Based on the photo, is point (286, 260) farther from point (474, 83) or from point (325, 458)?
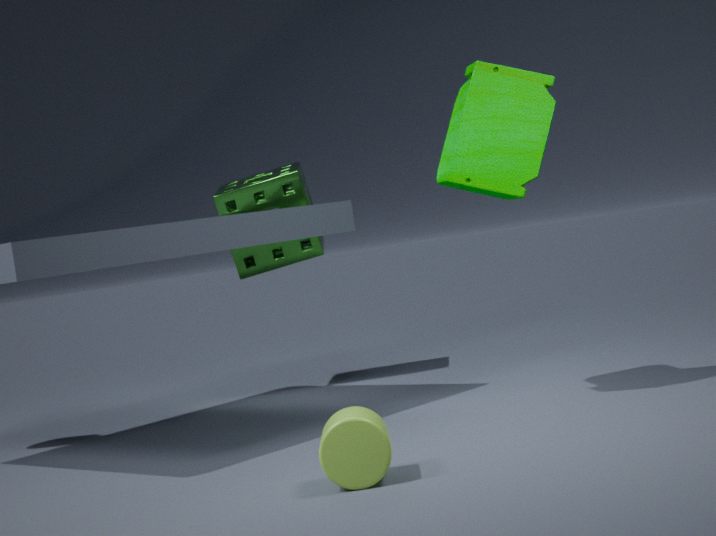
point (325, 458)
